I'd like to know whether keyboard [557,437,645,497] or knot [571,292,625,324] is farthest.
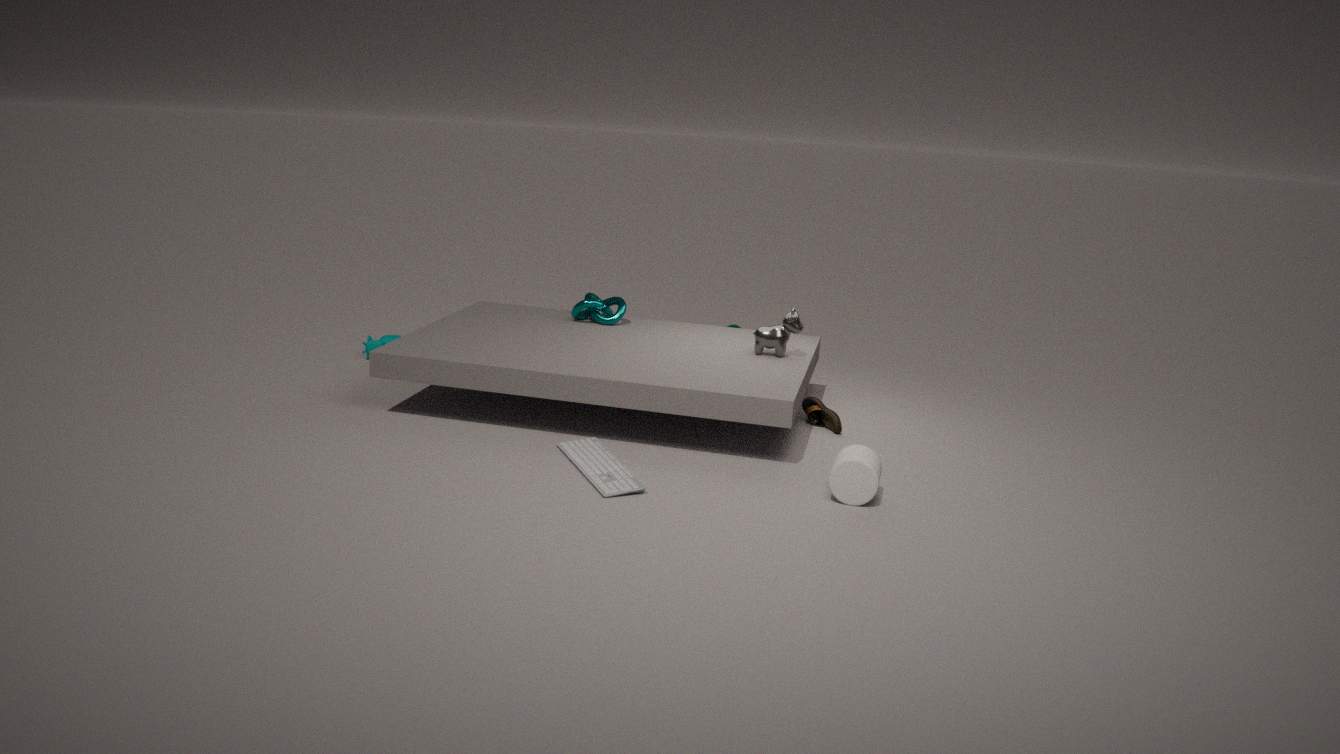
knot [571,292,625,324]
